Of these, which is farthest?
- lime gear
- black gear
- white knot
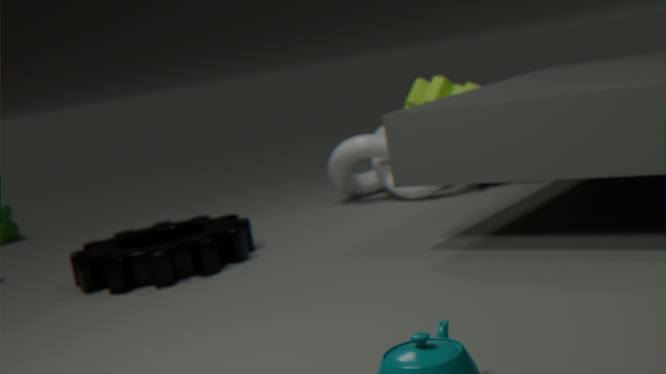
white knot
